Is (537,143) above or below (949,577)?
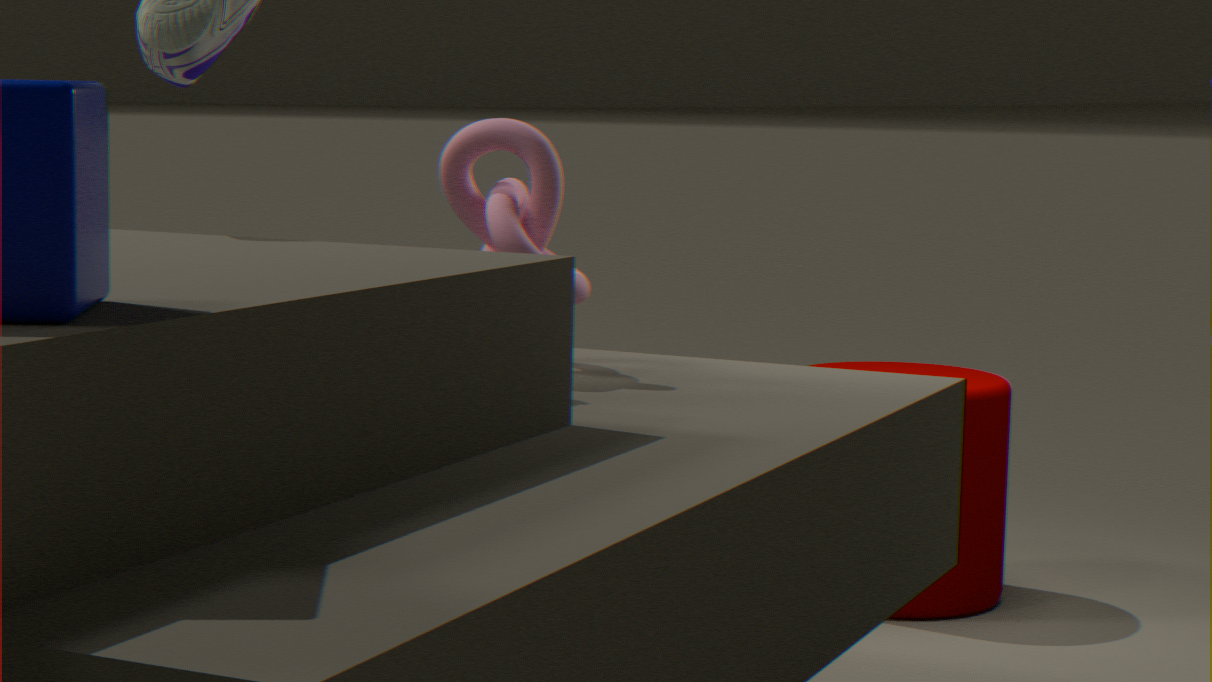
above
